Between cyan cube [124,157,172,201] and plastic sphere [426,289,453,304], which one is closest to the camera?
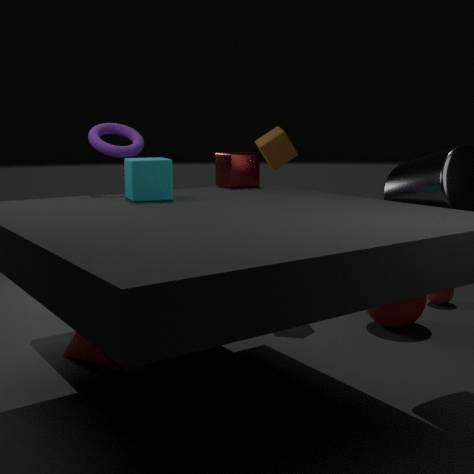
cyan cube [124,157,172,201]
